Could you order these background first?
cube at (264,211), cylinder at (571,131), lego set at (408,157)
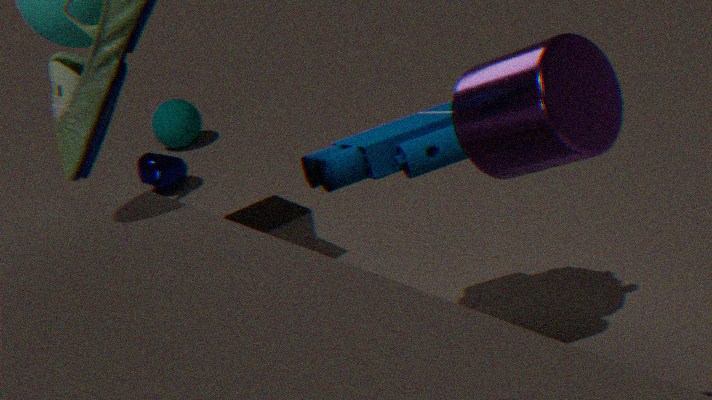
cube at (264,211)
lego set at (408,157)
cylinder at (571,131)
